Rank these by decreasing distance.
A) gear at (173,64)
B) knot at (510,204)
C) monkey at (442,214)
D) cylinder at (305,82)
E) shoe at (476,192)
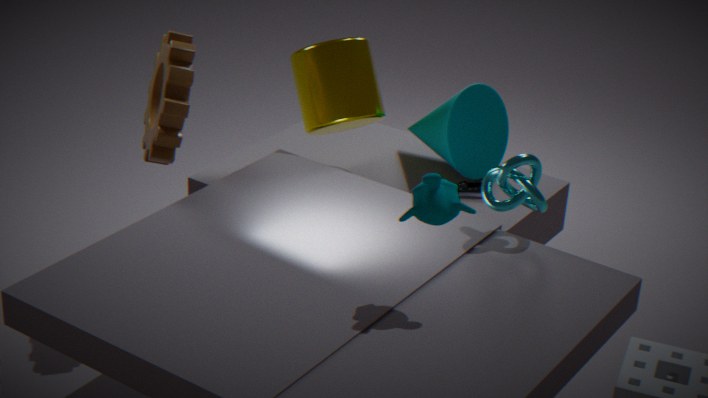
shoe at (476,192) → cylinder at (305,82) → gear at (173,64) → knot at (510,204) → monkey at (442,214)
